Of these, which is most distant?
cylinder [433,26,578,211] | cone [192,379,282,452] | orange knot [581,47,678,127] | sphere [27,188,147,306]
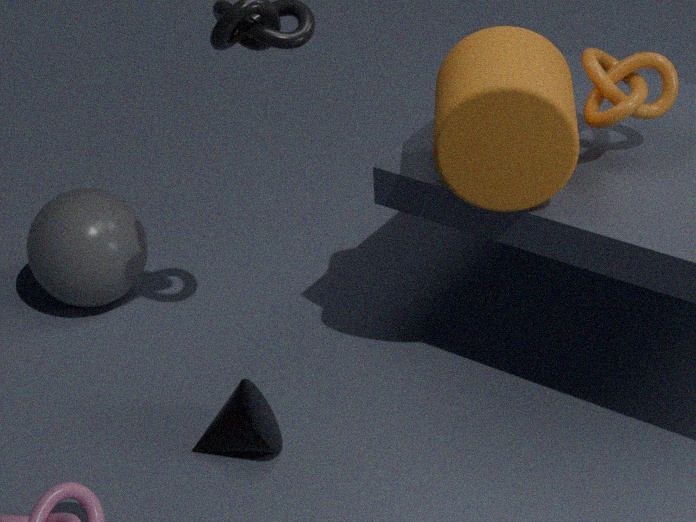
sphere [27,188,147,306]
